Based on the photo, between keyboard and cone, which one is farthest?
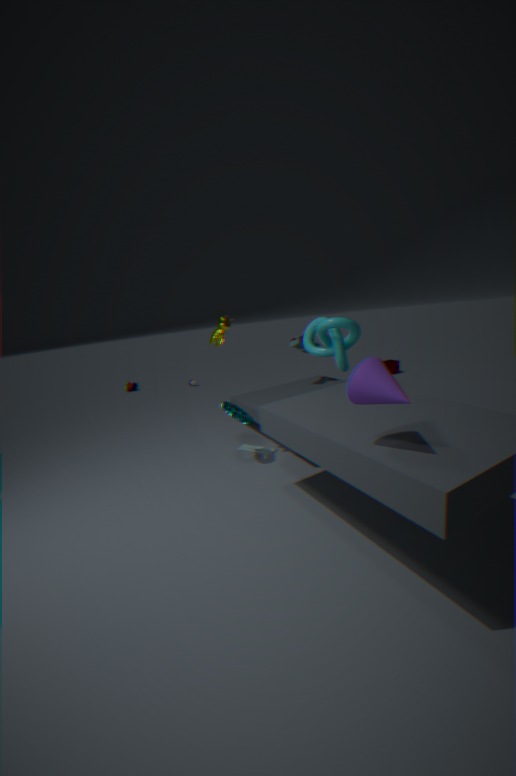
keyboard
